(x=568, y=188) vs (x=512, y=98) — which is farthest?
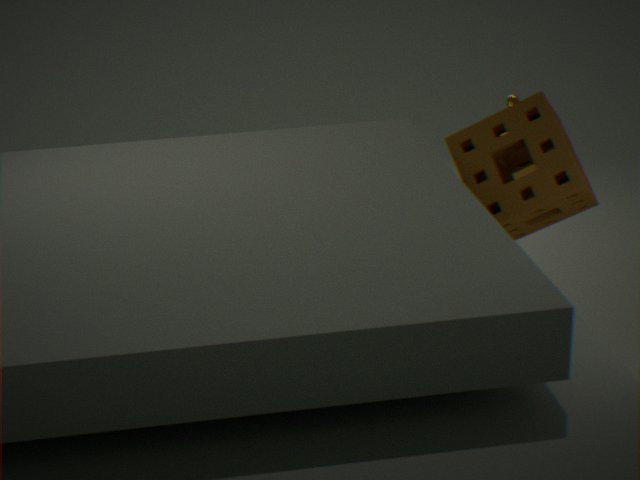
(x=512, y=98)
